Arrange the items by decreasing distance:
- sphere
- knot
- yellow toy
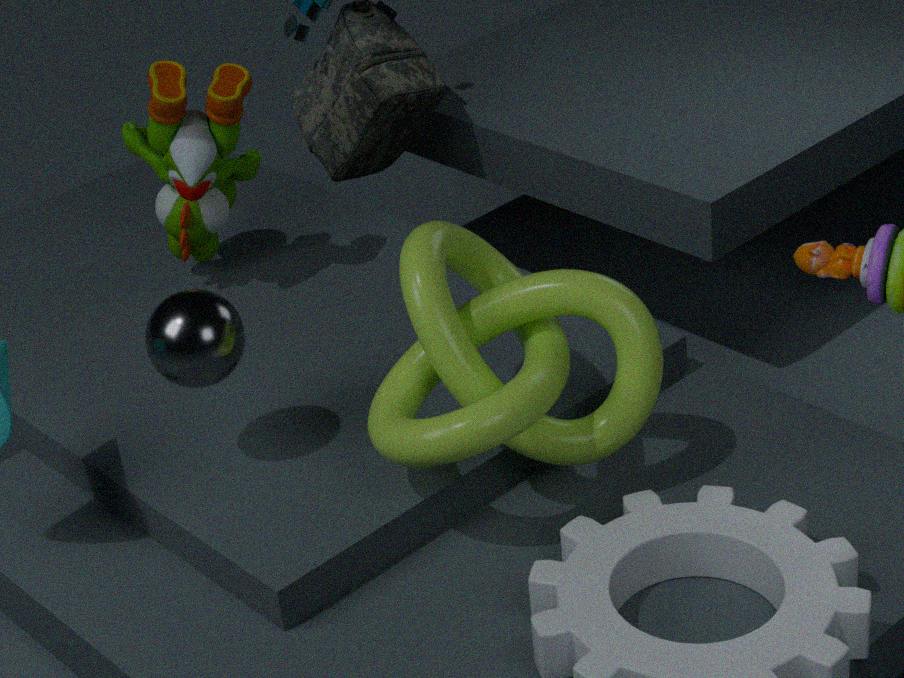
yellow toy
sphere
knot
